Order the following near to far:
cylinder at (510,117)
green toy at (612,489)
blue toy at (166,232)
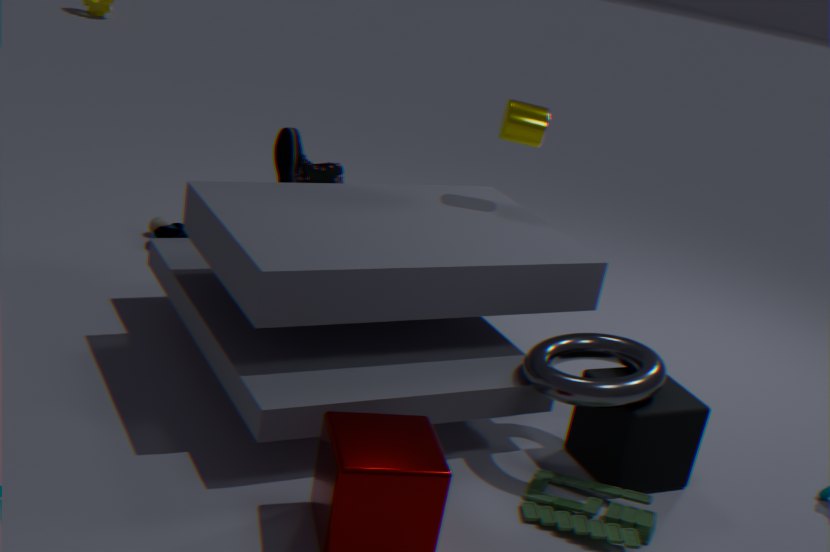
green toy at (612,489) < cylinder at (510,117) < blue toy at (166,232)
